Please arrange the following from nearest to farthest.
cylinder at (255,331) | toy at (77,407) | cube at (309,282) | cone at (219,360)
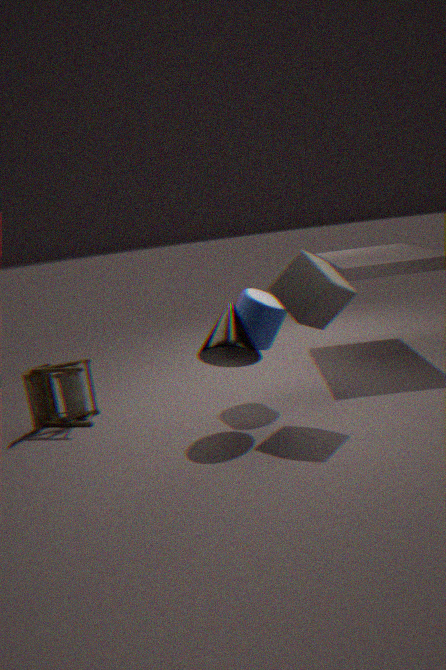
1. cube at (309,282)
2. cone at (219,360)
3. cylinder at (255,331)
4. toy at (77,407)
